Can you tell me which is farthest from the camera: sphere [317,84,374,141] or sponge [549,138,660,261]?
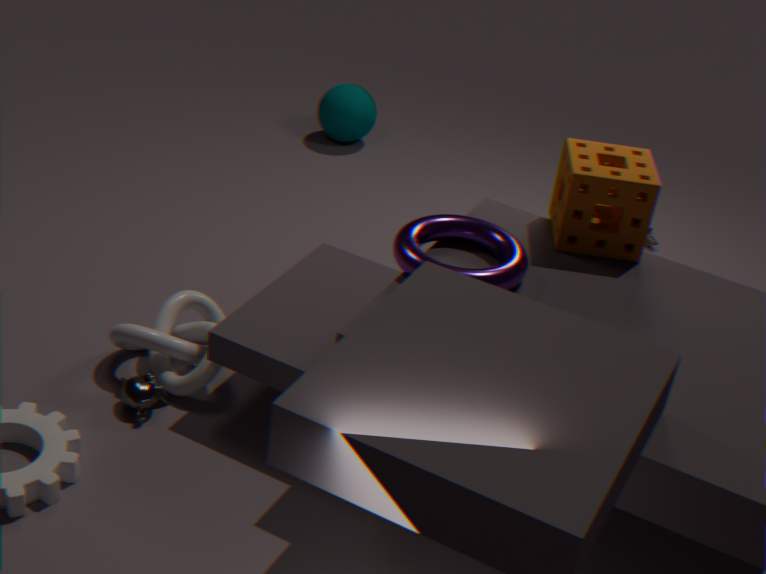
sphere [317,84,374,141]
